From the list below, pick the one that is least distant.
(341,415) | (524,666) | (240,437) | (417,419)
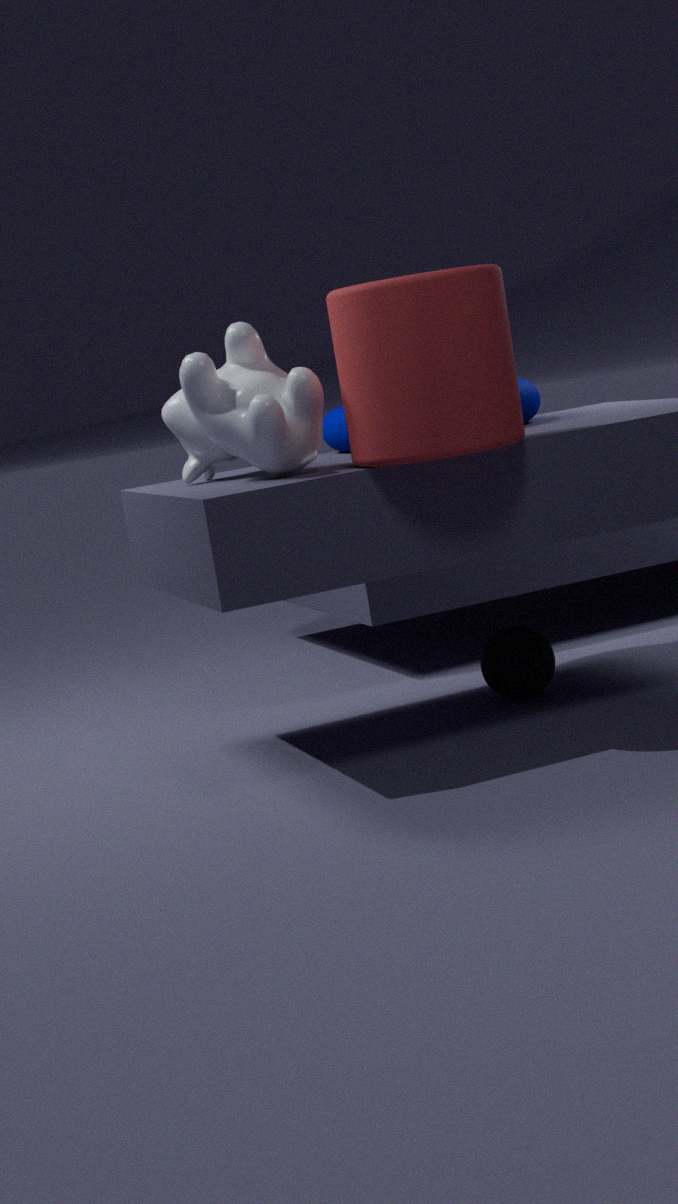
(417,419)
